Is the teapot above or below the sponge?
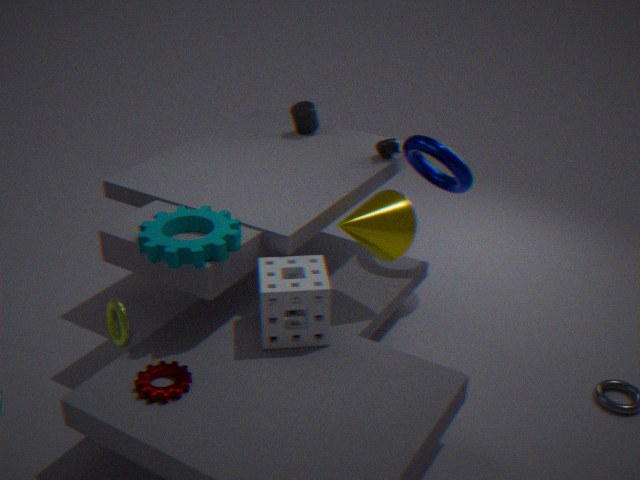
above
